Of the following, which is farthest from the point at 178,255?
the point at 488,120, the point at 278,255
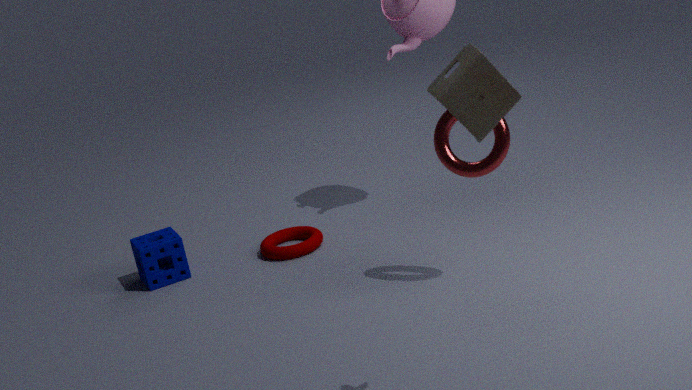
the point at 488,120
